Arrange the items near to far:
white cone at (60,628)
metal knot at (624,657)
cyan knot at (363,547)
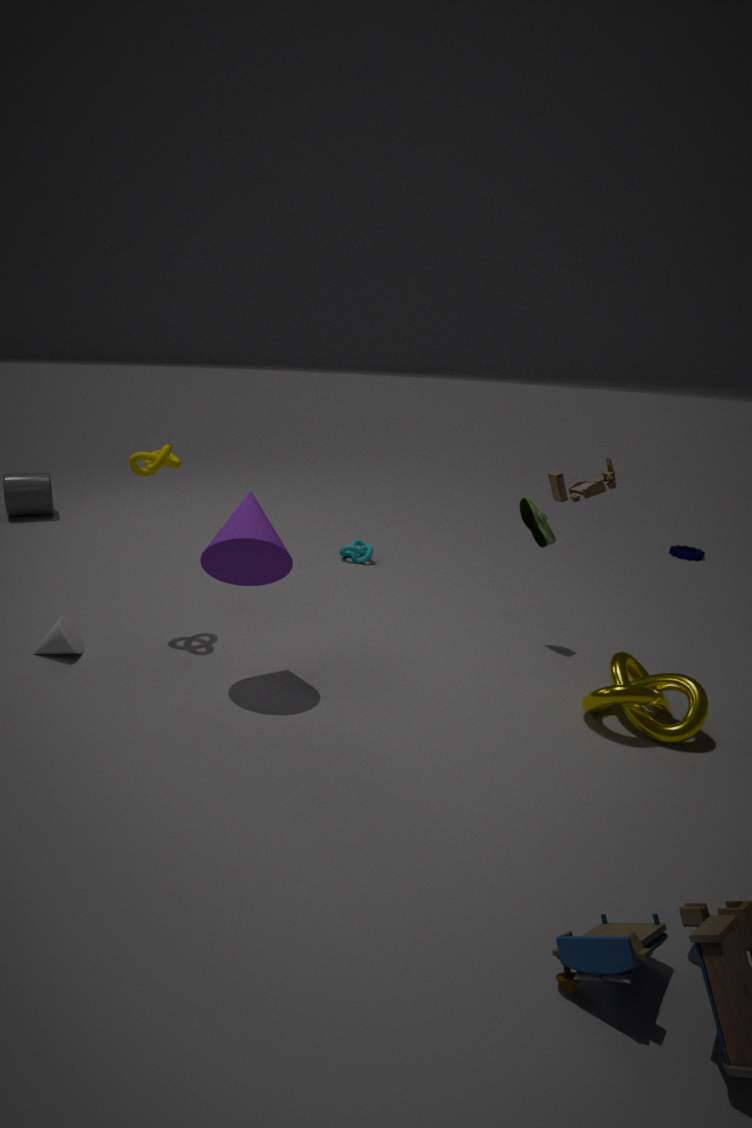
1. metal knot at (624,657)
2. white cone at (60,628)
3. cyan knot at (363,547)
